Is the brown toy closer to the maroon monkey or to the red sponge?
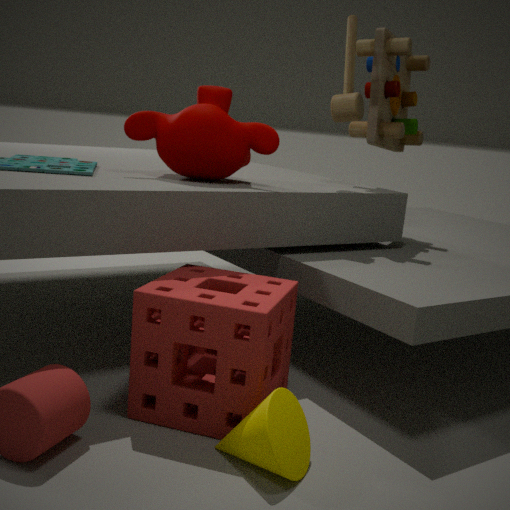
the maroon monkey
